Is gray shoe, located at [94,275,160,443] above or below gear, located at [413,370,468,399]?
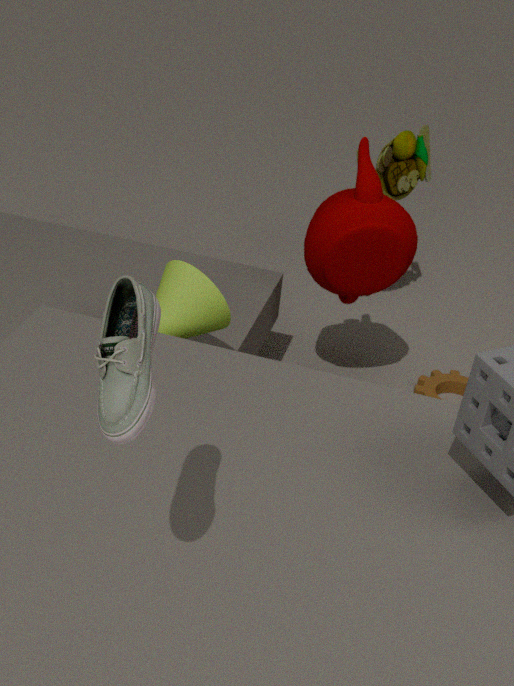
above
